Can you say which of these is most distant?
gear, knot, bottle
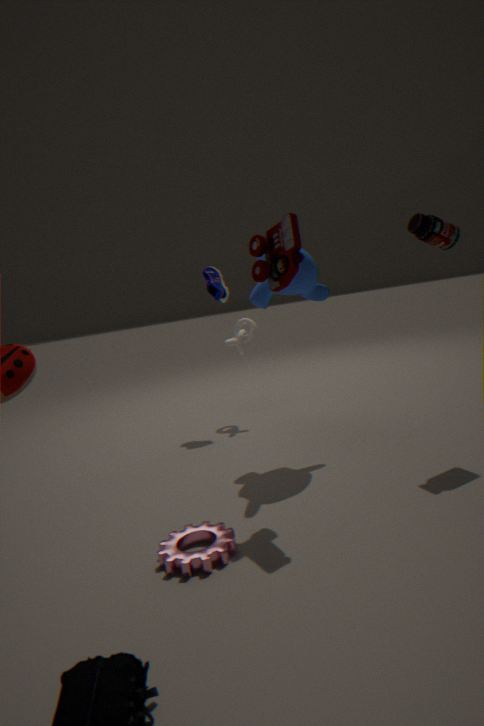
knot
